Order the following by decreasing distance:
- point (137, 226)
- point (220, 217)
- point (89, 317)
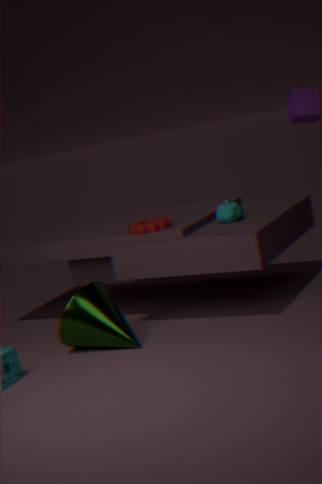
point (220, 217) < point (137, 226) < point (89, 317)
